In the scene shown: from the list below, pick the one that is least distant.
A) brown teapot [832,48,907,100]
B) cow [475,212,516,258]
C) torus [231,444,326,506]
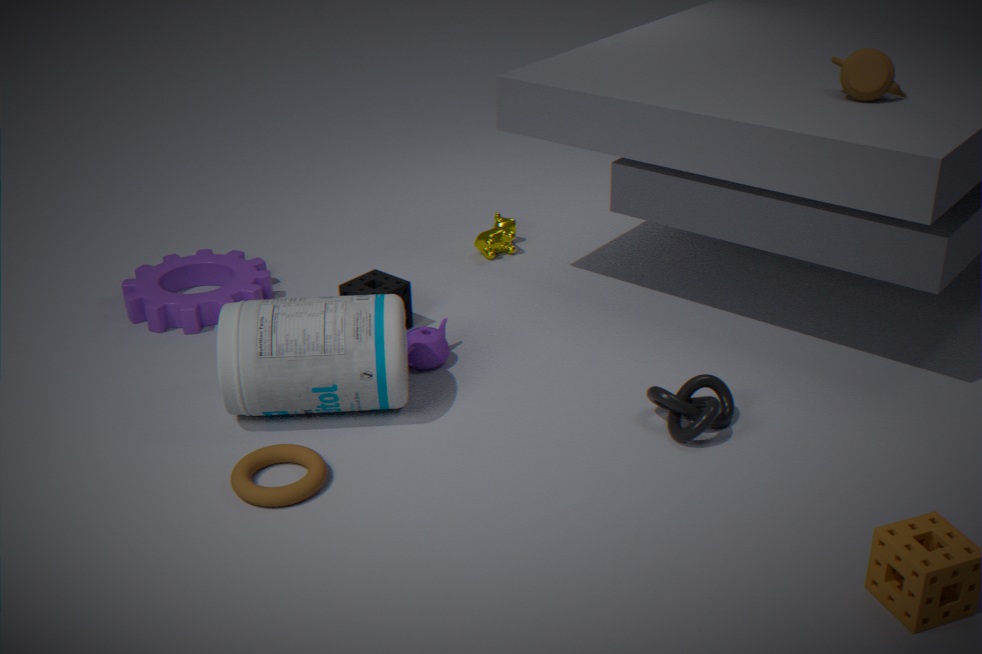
torus [231,444,326,506]
